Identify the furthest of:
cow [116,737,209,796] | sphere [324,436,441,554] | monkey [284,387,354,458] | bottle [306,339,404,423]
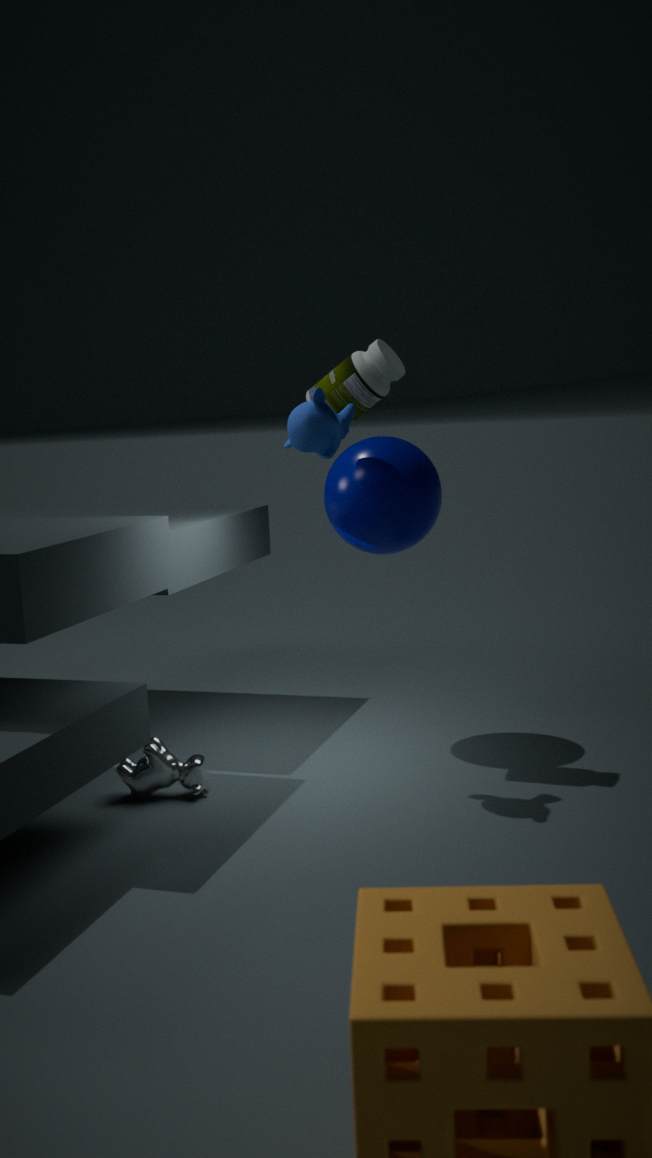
sphere [324,436,441,554]
